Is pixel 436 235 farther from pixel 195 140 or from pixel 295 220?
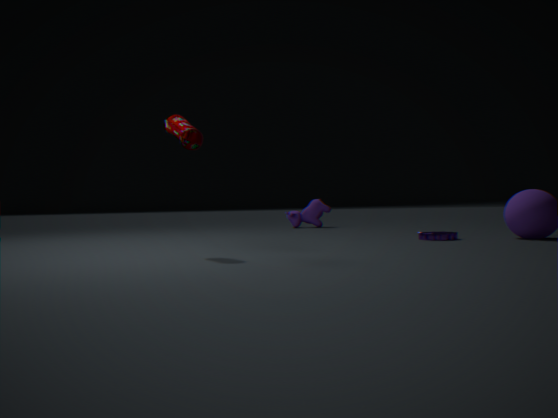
pixel 295 220
